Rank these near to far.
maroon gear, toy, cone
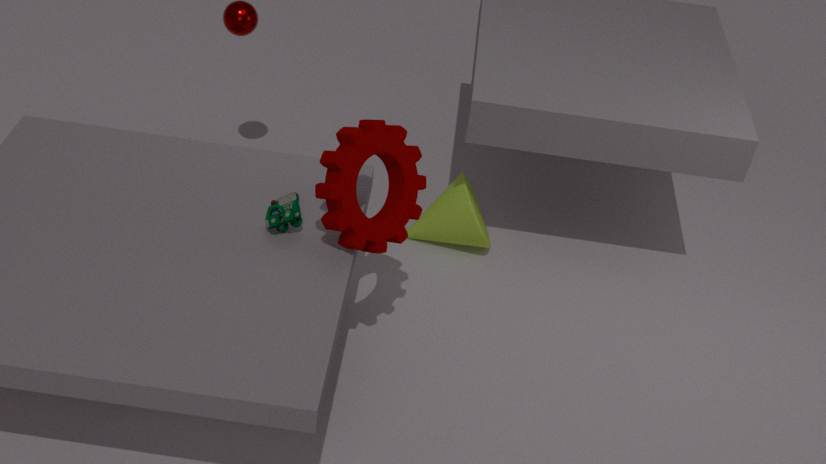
1. maroon gear
2. toy
3. cone
